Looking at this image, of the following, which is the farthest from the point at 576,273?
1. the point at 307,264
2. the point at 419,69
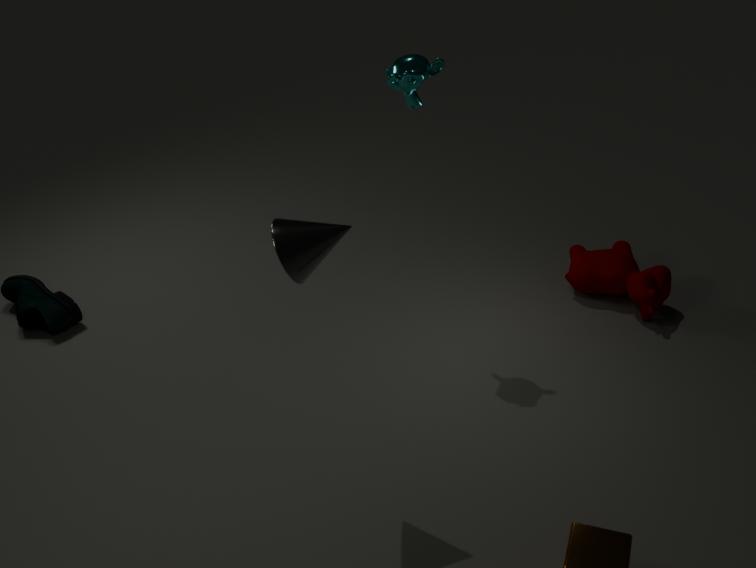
the point at 307,264
